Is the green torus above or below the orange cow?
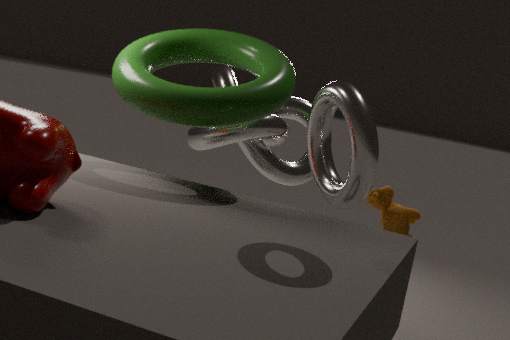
above
